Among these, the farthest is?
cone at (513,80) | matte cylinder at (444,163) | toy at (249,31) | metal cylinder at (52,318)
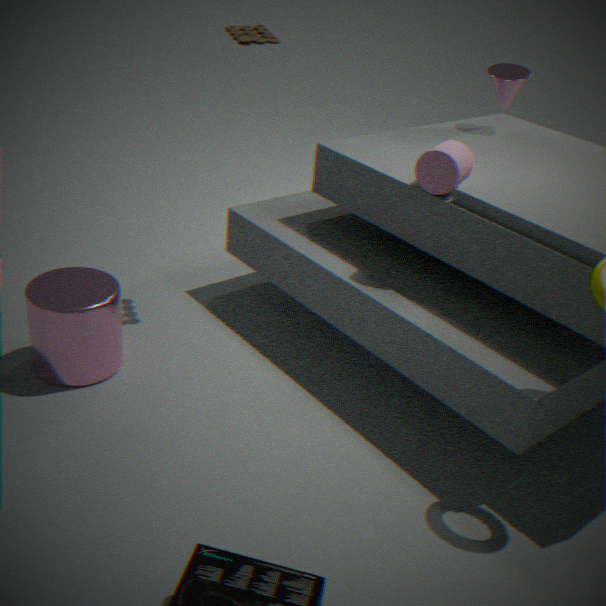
cone at (513,80)
